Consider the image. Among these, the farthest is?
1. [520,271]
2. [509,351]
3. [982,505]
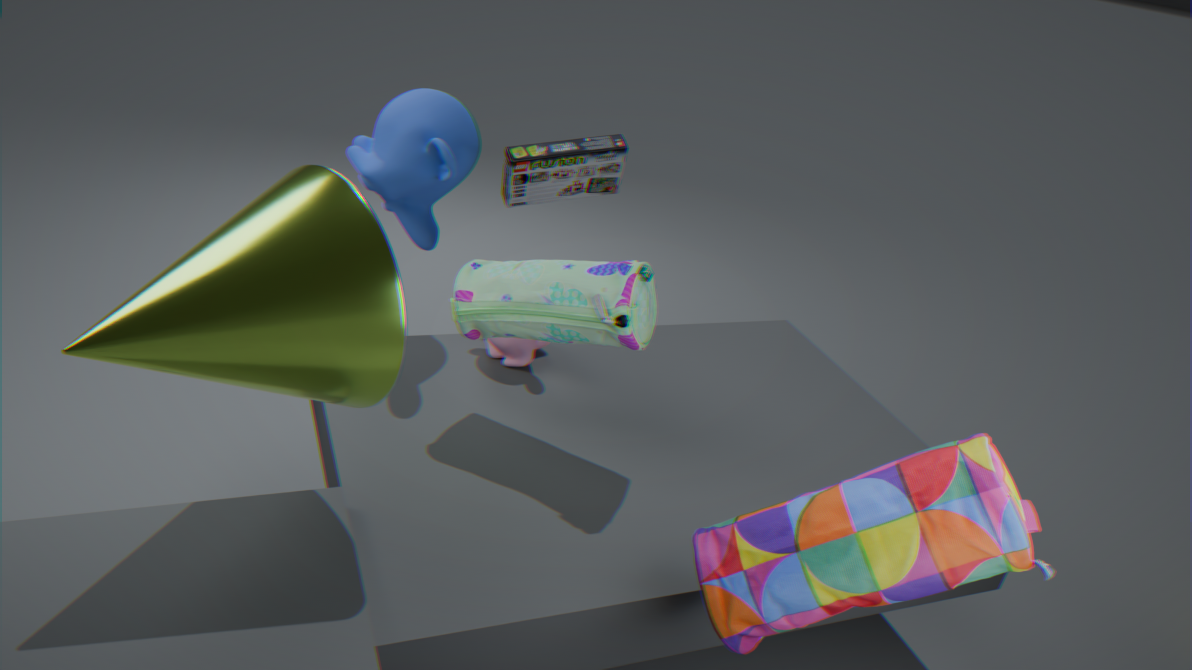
[509,351]
